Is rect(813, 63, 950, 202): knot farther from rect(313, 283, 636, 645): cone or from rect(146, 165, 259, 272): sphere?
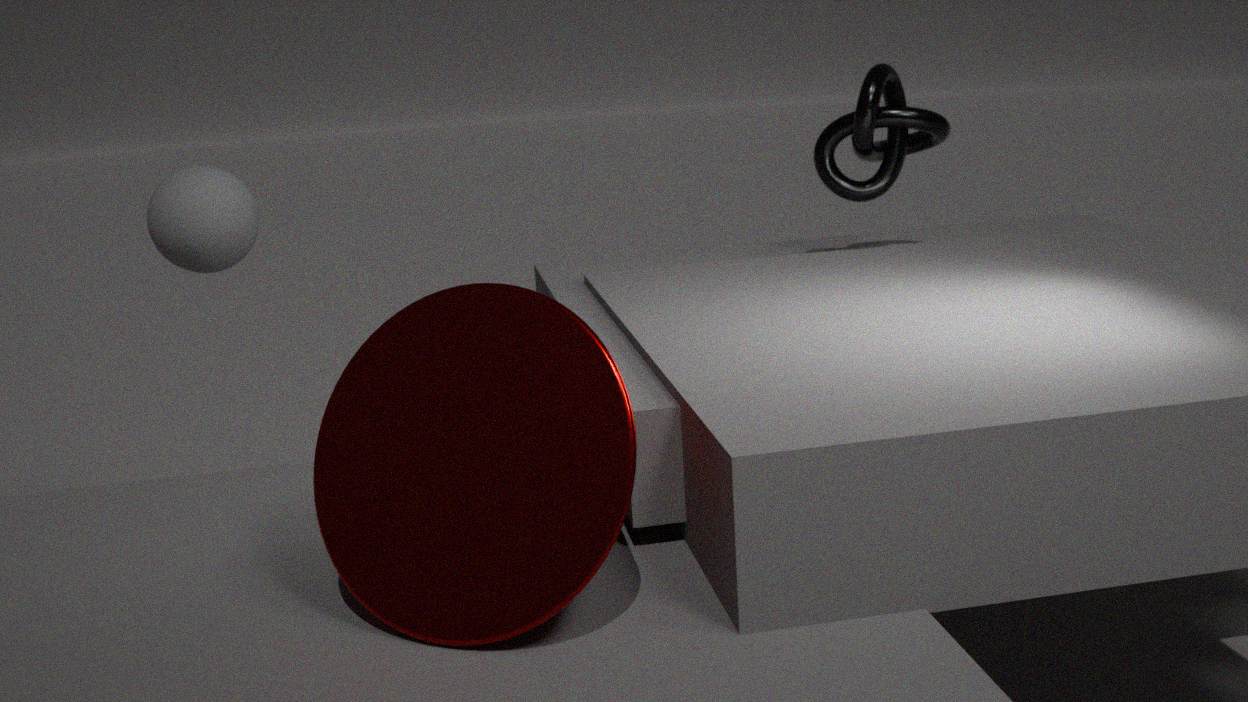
rect(146, 165, 259, 272): sphere
